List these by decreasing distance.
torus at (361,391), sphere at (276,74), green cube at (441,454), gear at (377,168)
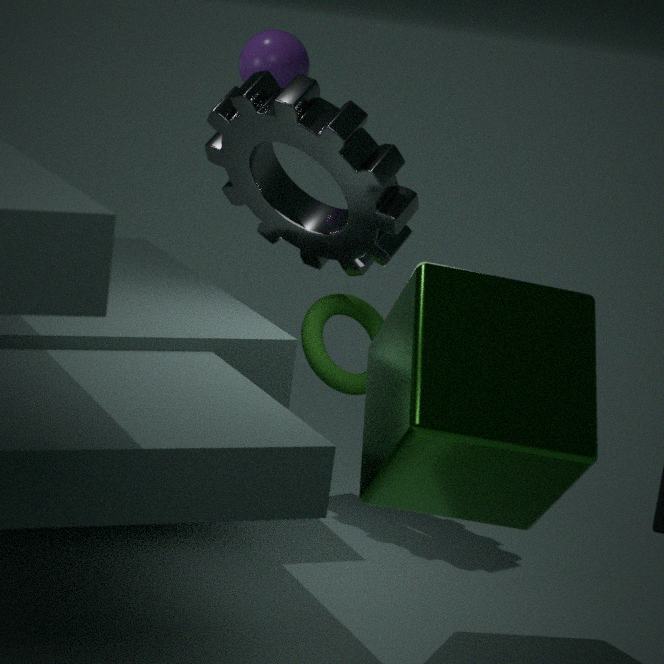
sphere at (276,74) → torus at (361,391) → gear at (377,168) → green cube at (441,454)
